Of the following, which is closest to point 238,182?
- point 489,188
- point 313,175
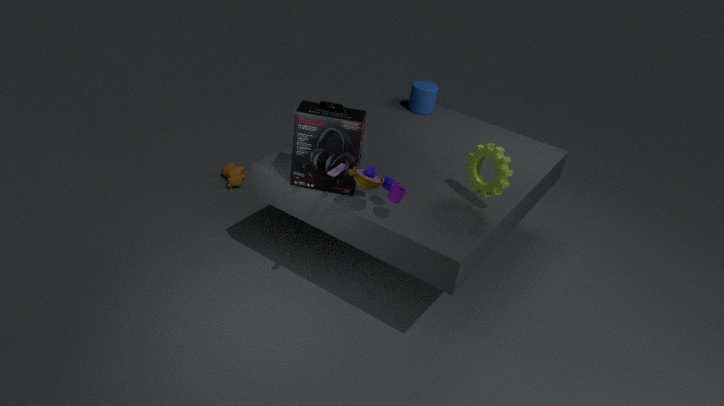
point 313,175
